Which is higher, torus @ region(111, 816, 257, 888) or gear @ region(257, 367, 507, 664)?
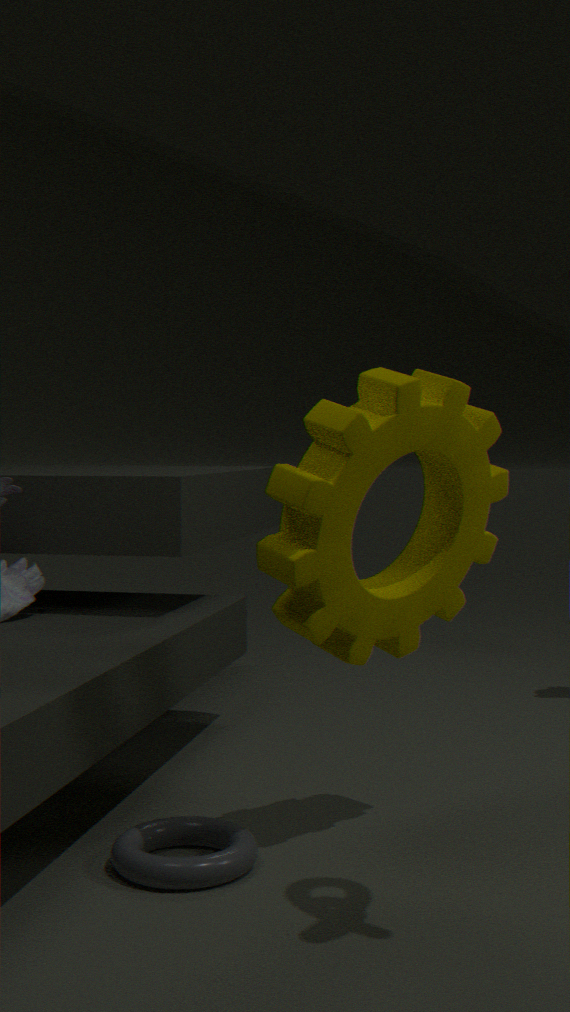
gear @ region(257, 367, 507, 664)
